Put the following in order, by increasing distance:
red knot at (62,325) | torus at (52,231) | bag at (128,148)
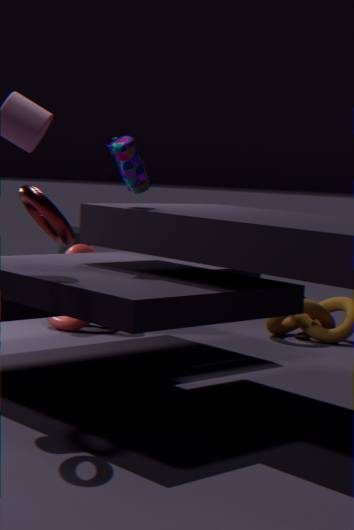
torus at (52,231), bag at (128,148), red knot at (62,325)
